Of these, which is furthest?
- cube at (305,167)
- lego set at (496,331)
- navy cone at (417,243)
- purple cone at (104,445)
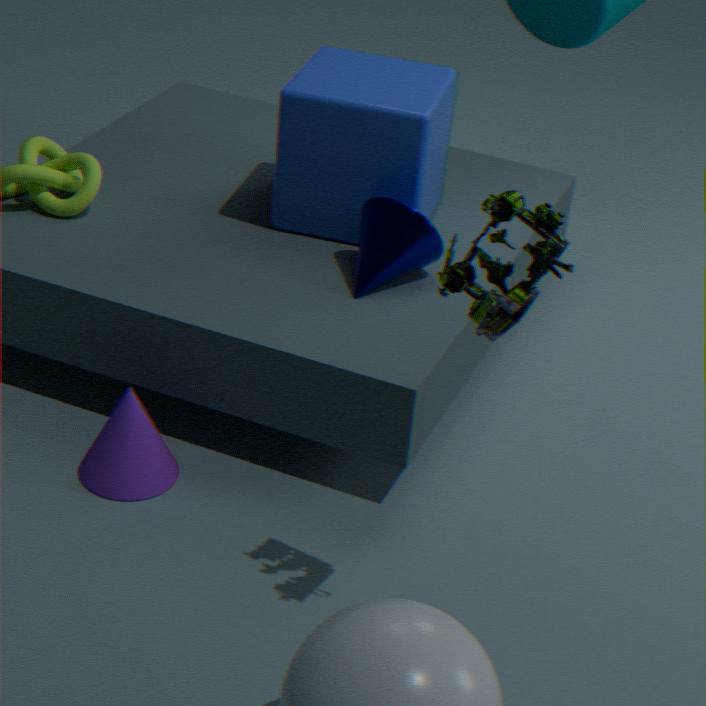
cube at (305,167)
